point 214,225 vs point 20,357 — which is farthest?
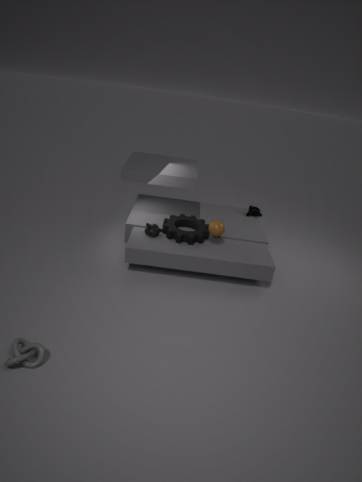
point 214,225
